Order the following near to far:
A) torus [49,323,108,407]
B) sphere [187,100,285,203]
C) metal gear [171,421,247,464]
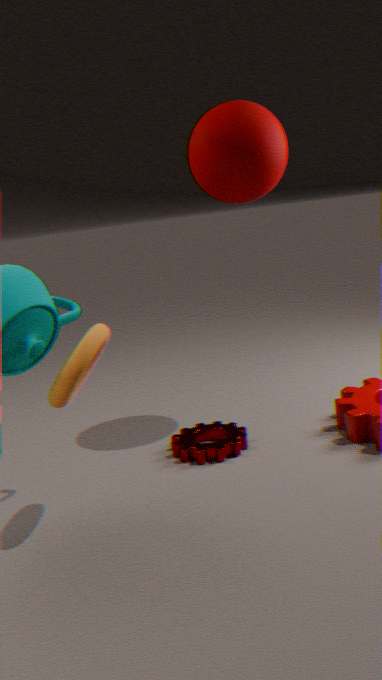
torus [49,323,108,407], sphere [187,100,285,203], metal gear [171,421,247,464]
